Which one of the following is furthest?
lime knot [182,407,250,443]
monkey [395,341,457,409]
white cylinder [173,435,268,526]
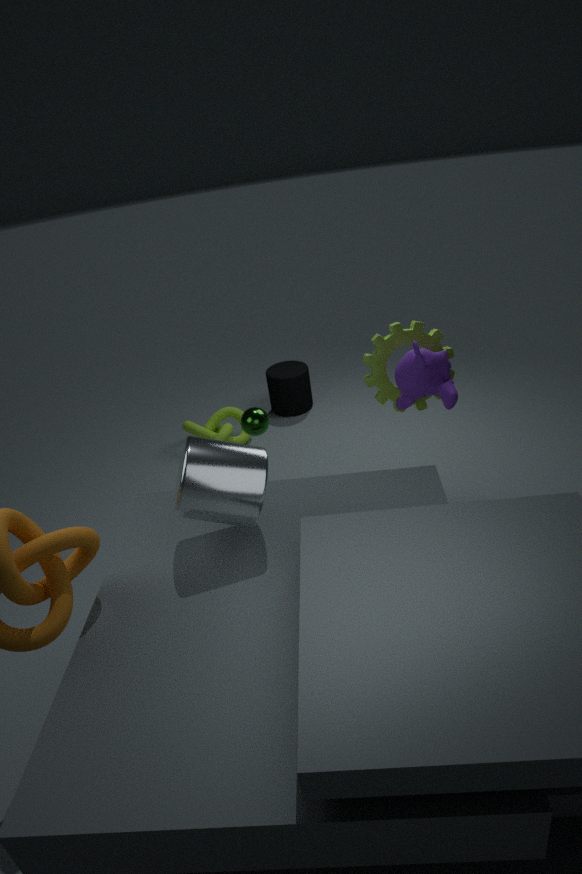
lime knot [182,407,250,443]
